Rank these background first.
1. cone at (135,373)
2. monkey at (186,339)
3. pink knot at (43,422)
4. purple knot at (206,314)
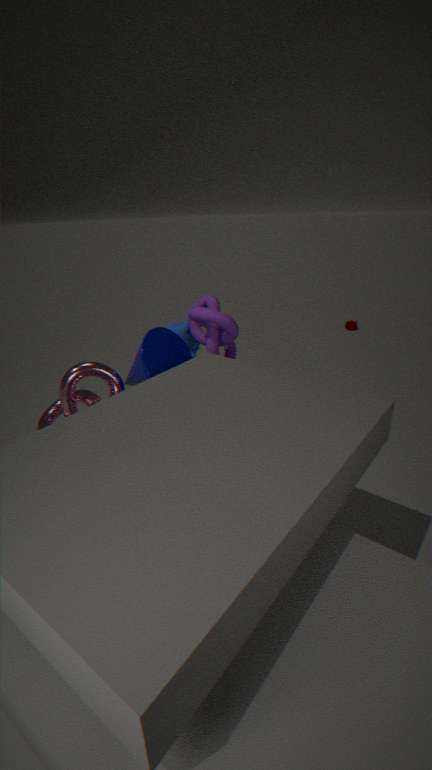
monkey at (186,339), purple knot at (206,314), cone at (135,373), pink knot at (43,422)
